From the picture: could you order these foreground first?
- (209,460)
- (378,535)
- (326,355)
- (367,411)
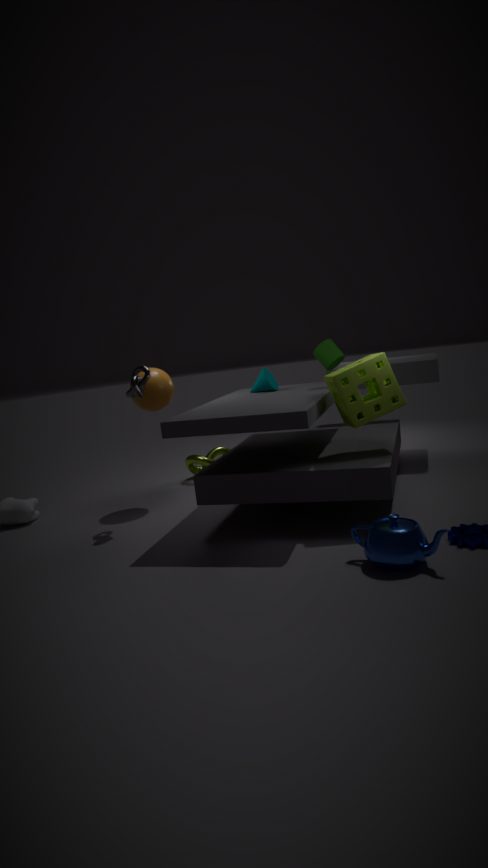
(378,535) < (367,411) < (326,355) < (209,460)
